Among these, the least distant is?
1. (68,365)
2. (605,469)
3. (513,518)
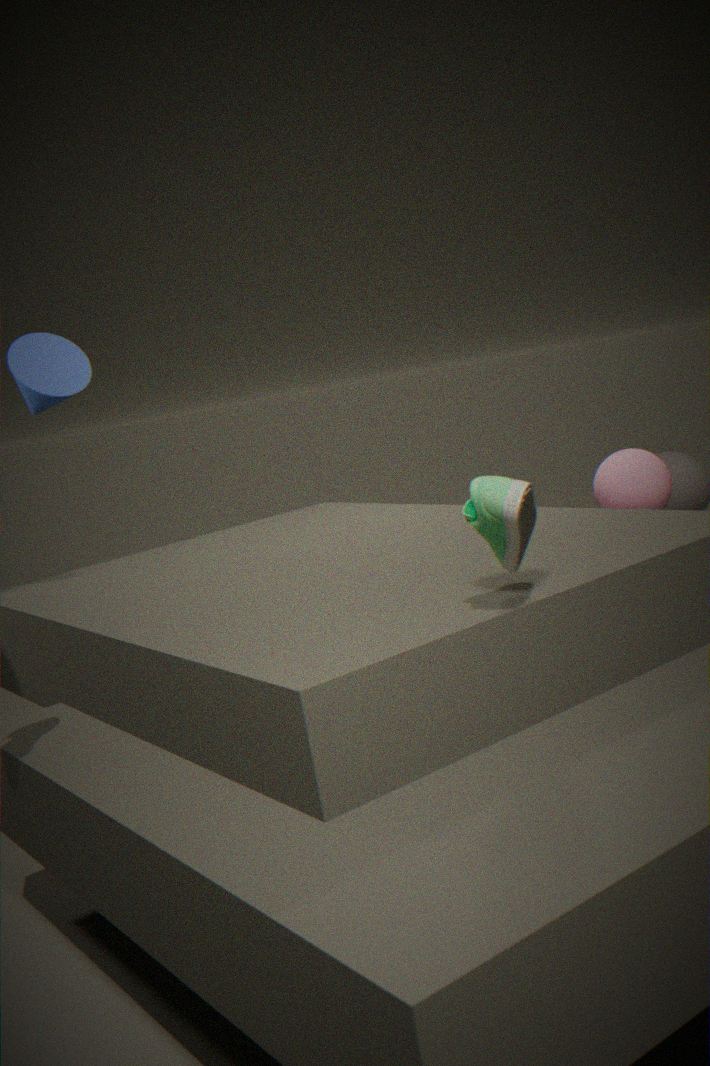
(513,518)
